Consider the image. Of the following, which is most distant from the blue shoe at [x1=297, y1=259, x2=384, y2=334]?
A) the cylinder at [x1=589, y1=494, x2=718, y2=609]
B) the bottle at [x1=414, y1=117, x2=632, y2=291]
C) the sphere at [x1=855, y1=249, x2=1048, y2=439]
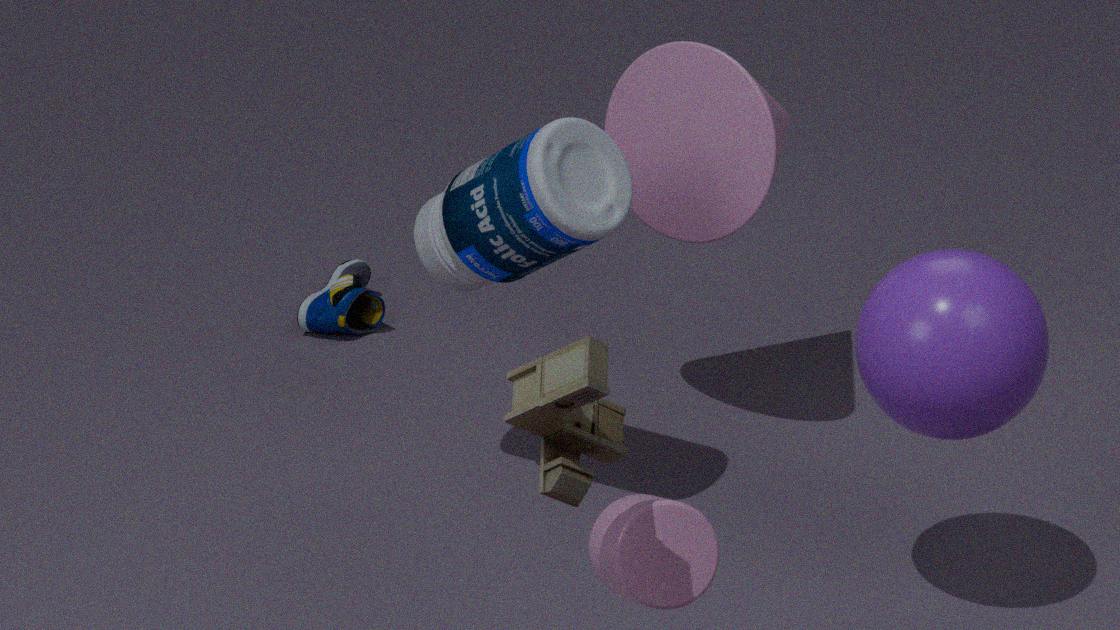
the cylinder at [x1=589, y1=494, x2=718, y2=609]
